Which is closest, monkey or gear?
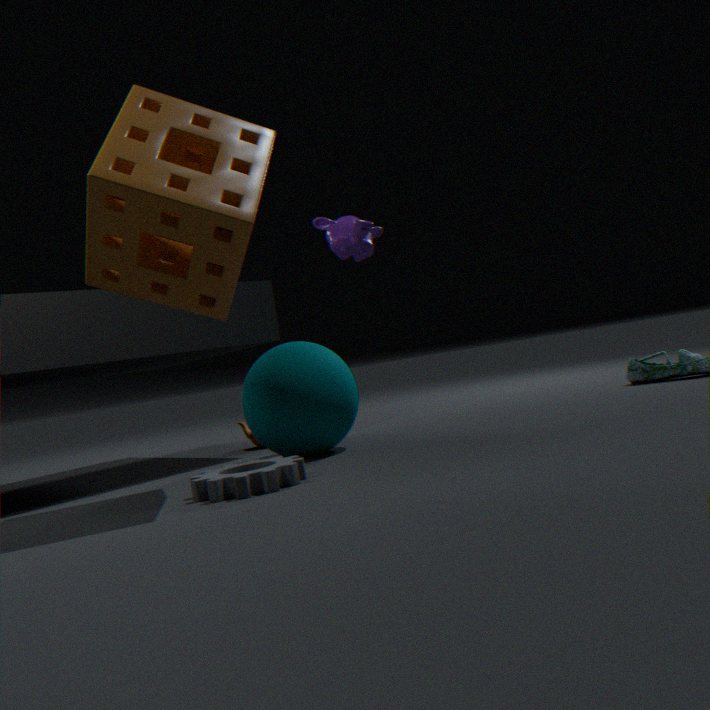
gear
